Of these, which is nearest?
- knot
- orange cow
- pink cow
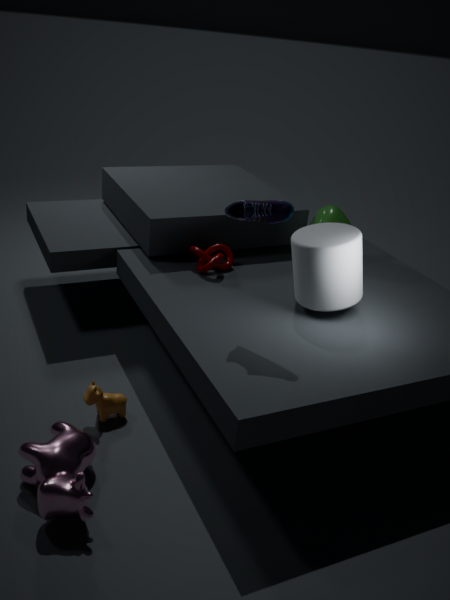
pink cow
